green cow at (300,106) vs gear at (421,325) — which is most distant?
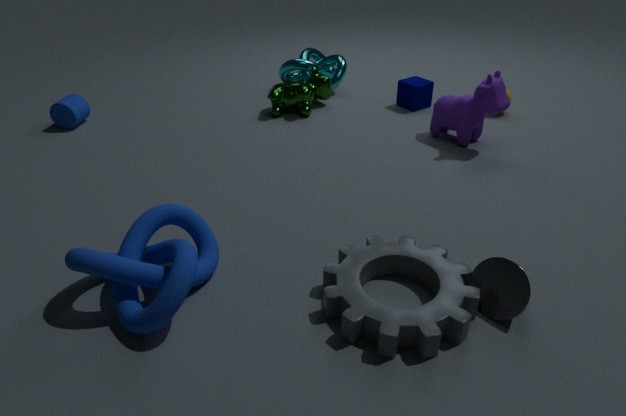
green cow at (300,106)
